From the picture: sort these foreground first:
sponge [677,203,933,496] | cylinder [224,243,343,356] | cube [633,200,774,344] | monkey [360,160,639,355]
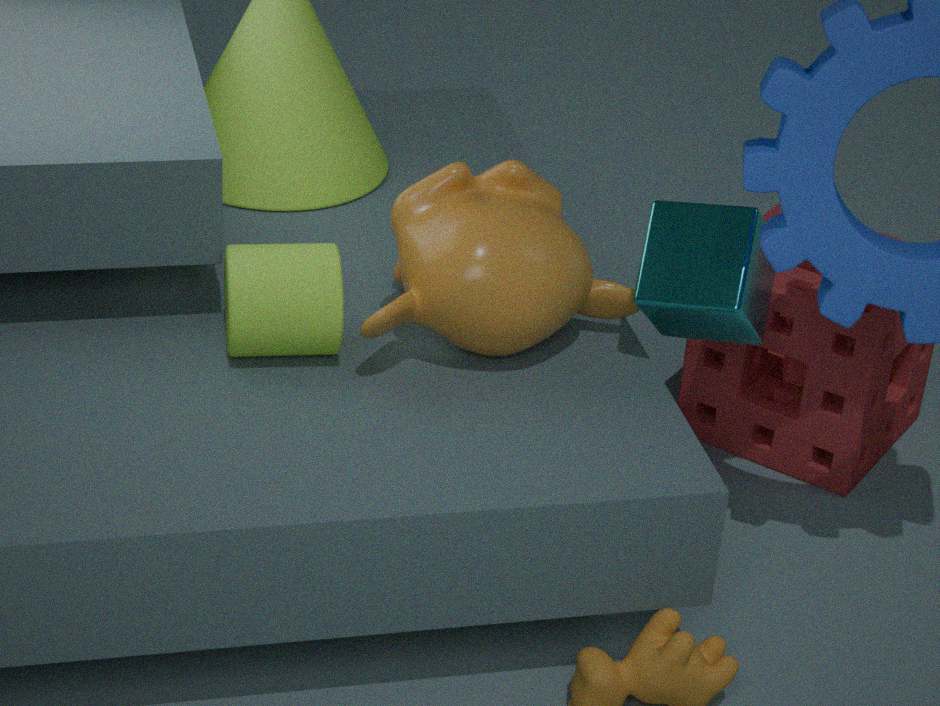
monkey [360,160,639,355], cylinder [224,243,343,356], cube [633,200,774,344], sponge [677,203,933,496]
